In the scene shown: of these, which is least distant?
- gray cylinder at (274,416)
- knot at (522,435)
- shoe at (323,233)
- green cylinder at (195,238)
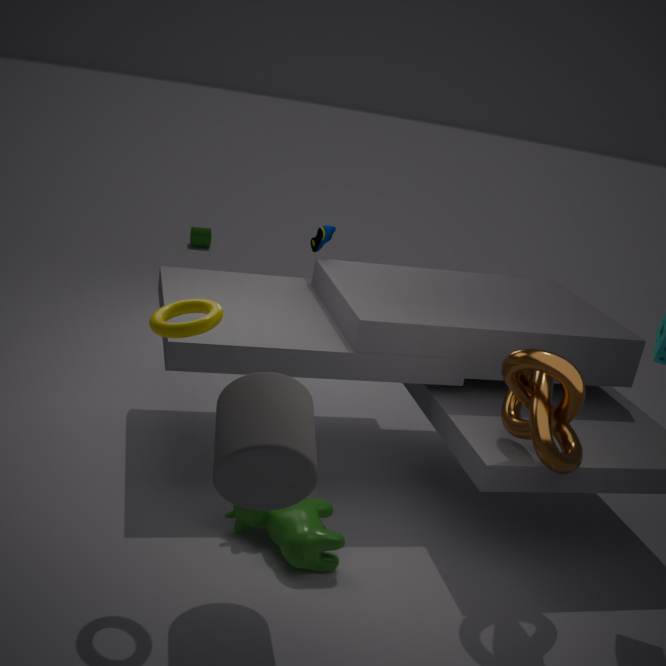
gray cylinder at (274,416)
